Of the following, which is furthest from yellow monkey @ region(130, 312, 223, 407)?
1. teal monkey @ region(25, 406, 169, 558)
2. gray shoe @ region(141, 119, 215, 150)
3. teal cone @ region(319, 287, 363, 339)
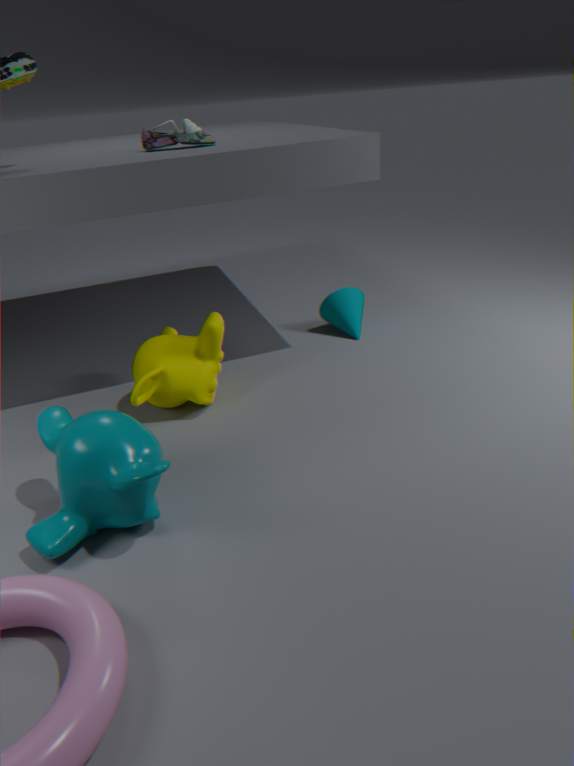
gray shoe @ region(141, 119, 215, 150)
